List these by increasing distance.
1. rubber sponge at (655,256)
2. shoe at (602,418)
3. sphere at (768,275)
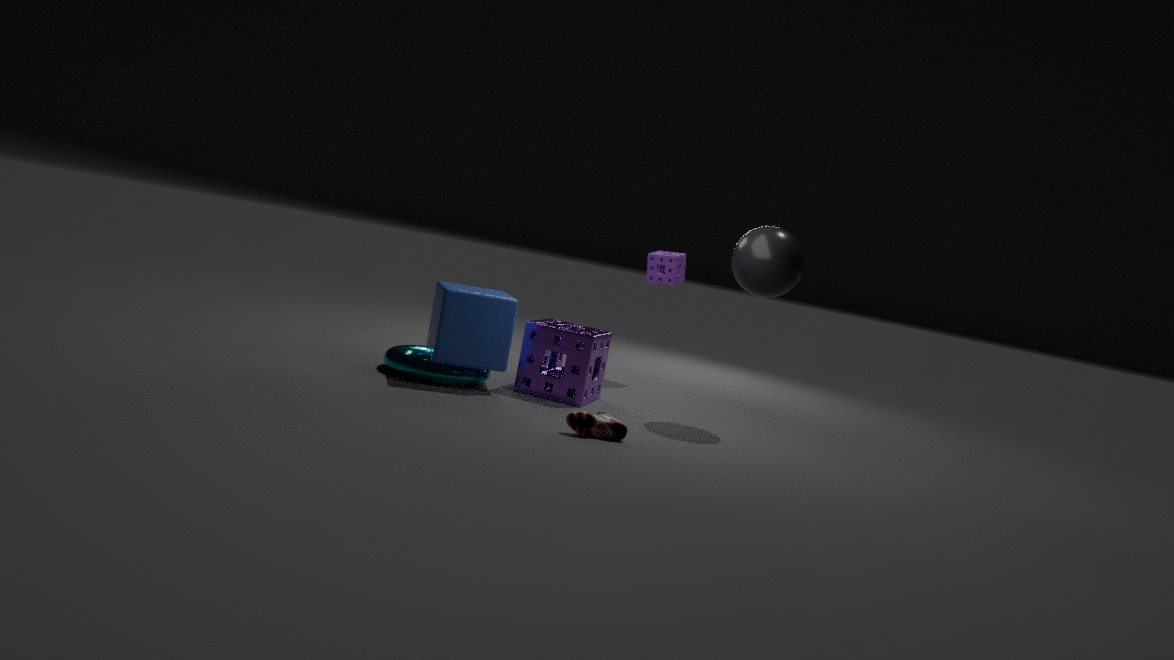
shoe at (602,418), sphere at (768,275), rubber sponge at (655,256)
